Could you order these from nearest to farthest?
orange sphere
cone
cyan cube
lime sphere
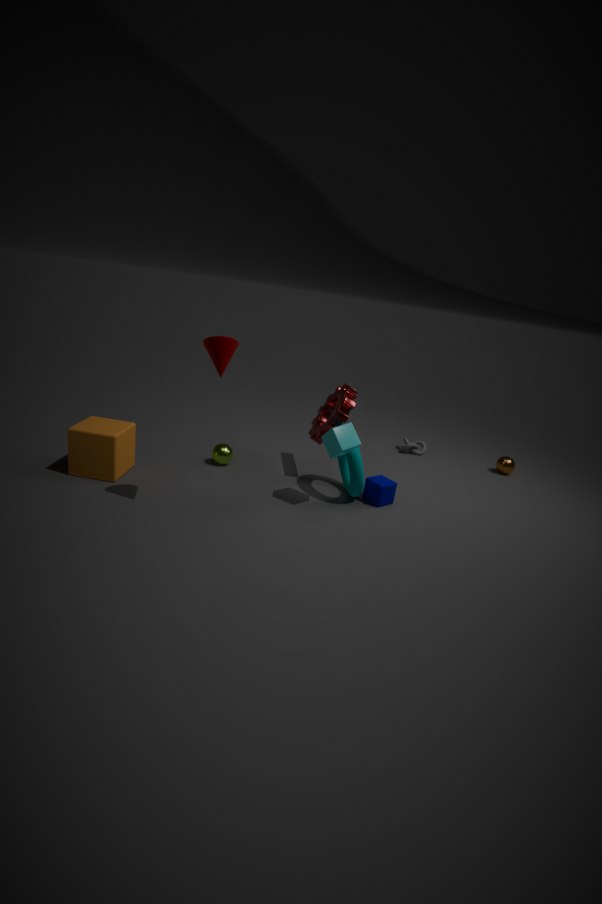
cone < cyan cube < lime sphere < orange sphere
